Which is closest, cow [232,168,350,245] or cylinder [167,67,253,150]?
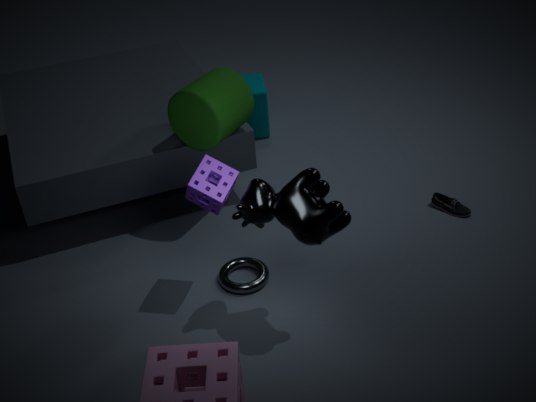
cow [232,168,350,245]
